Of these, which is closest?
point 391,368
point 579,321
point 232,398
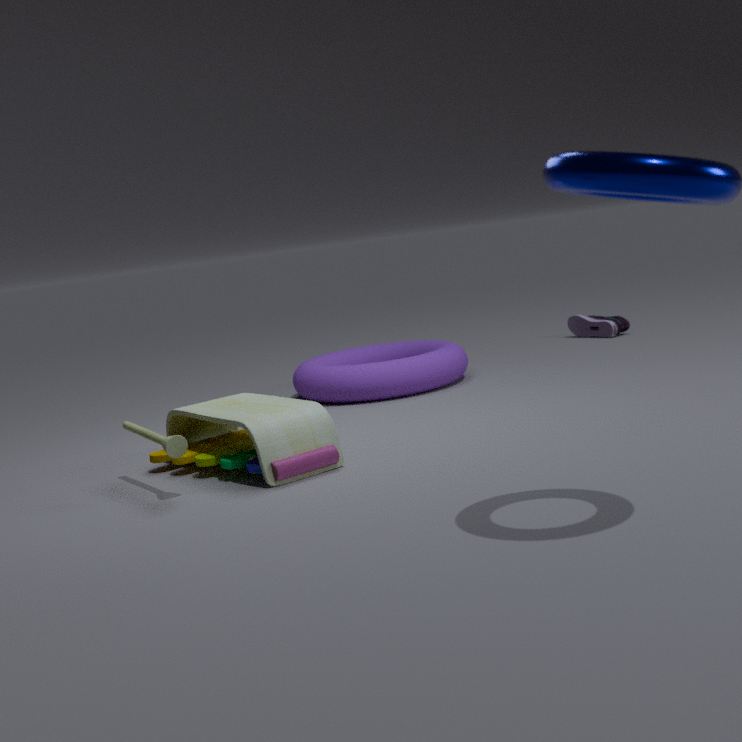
point 232,398
